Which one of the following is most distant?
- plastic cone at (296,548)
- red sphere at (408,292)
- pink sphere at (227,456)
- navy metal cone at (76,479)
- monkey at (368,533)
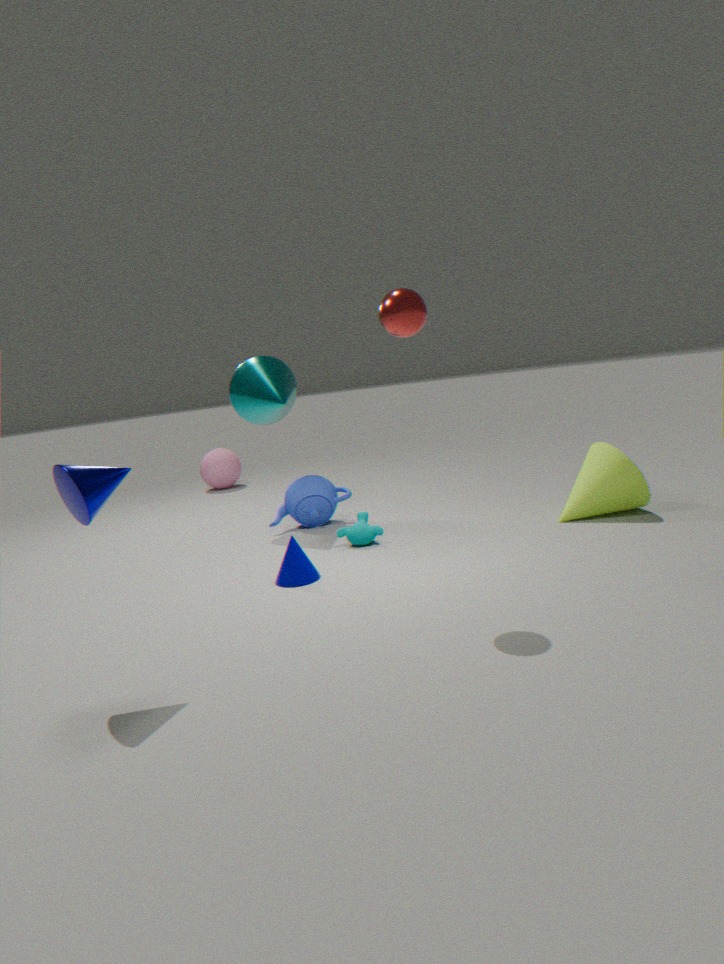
pink sphere at (227,456)
